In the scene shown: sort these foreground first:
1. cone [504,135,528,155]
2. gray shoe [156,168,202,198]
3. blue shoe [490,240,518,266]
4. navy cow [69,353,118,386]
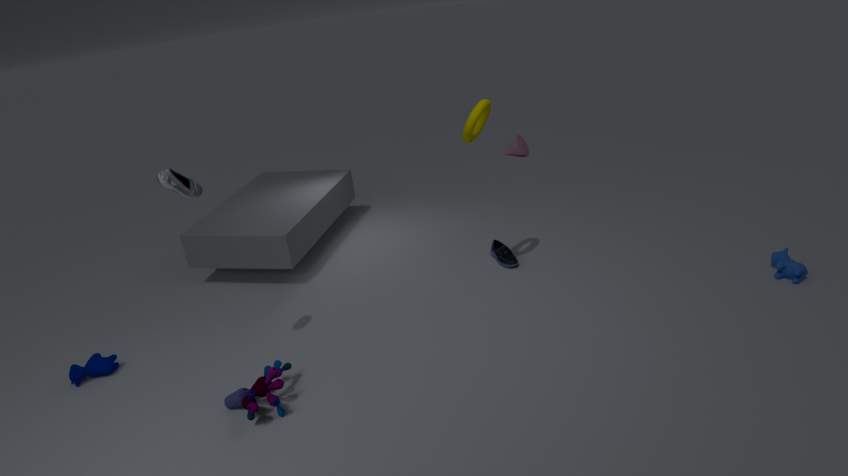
gray shoe [156,168,202,198] < navy cow [69,353,118,386] < blue shoe [490,240,518,266] < cone [504,135,528,155]
